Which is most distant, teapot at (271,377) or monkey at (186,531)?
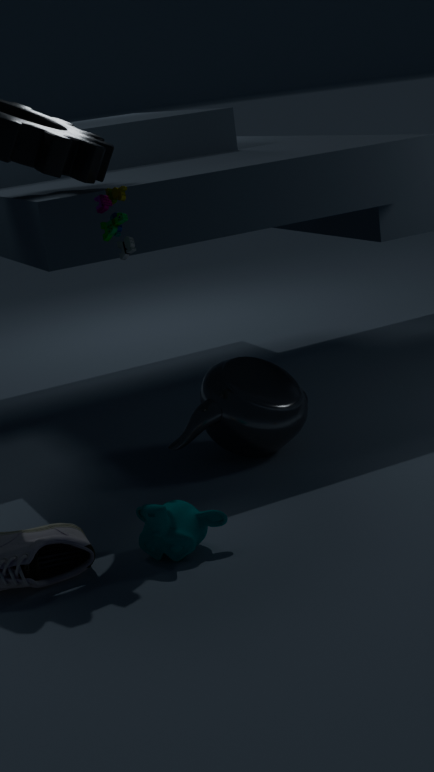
teapot at (271,377)
